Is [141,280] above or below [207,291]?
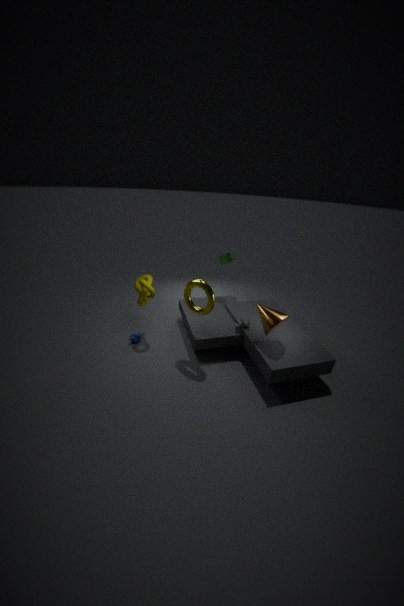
below
